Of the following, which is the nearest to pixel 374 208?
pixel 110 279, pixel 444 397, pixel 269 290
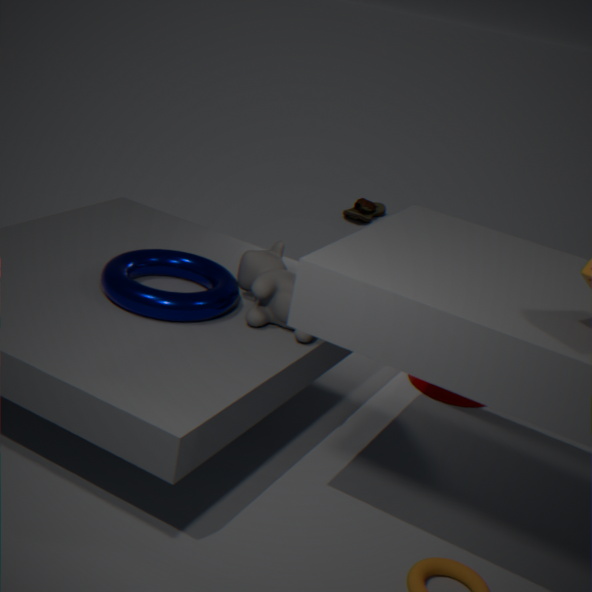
pixel 444 397
